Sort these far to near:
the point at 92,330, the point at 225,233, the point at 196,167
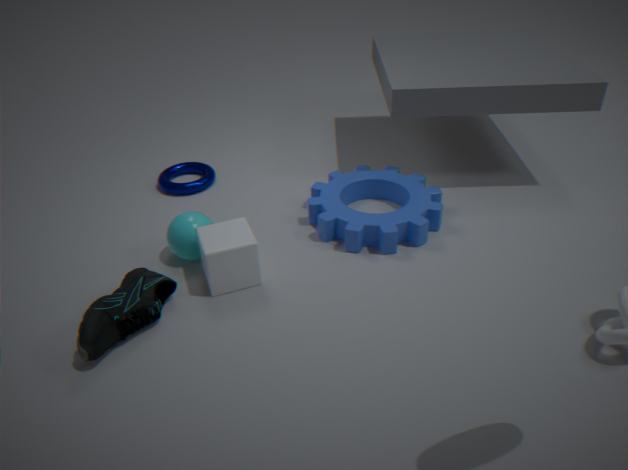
the point at 196,167 → the point at 225,233 → the point at 92,330
